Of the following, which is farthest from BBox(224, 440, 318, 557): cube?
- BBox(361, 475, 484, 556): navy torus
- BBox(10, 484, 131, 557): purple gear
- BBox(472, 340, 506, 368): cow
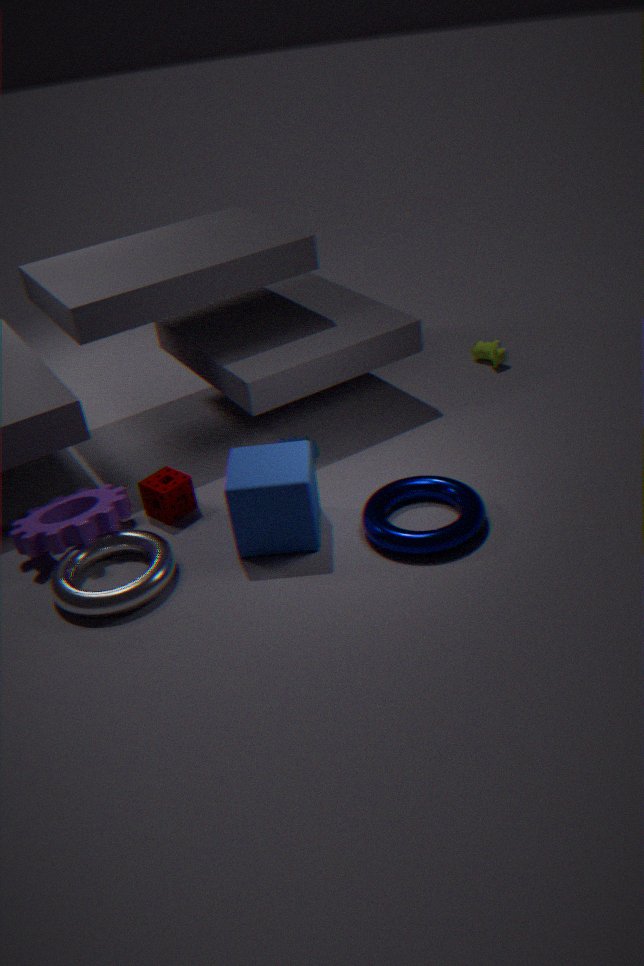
BBox(472, 340, 506, 368): cow
